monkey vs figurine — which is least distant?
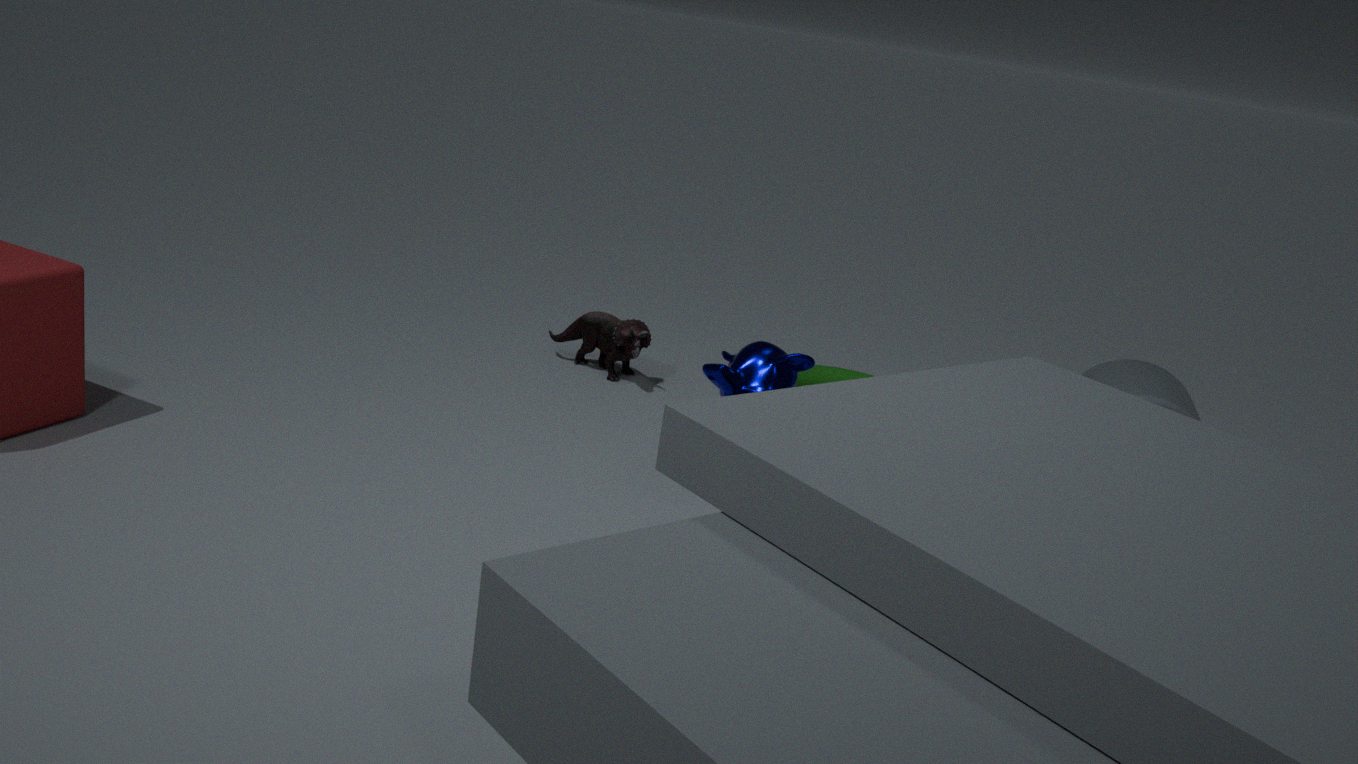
monkey
